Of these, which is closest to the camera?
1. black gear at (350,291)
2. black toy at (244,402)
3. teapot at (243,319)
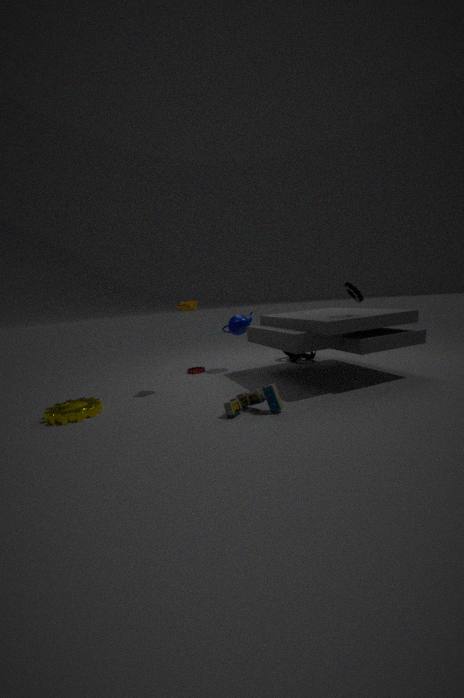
black toy at (244,402)
